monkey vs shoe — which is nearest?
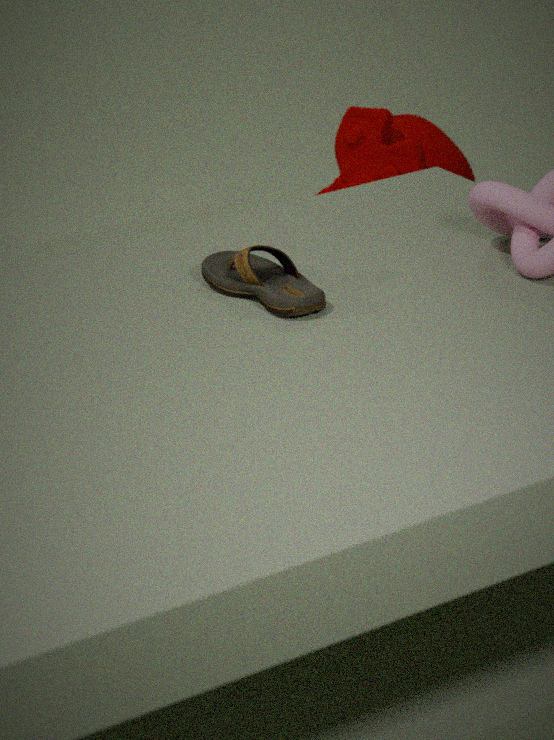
shoe
